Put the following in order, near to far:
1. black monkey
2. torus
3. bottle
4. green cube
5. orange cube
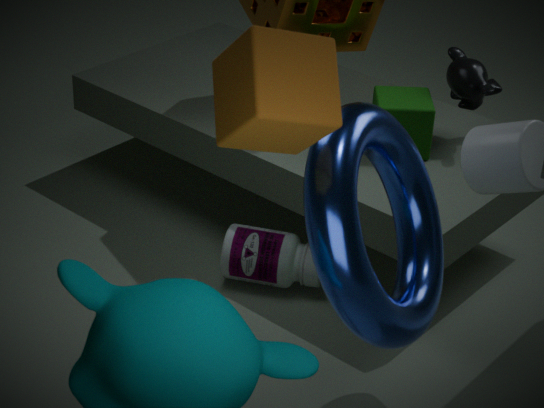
1. orange cube
2. torus
3. green cube
4. black monkey
5. bottle
